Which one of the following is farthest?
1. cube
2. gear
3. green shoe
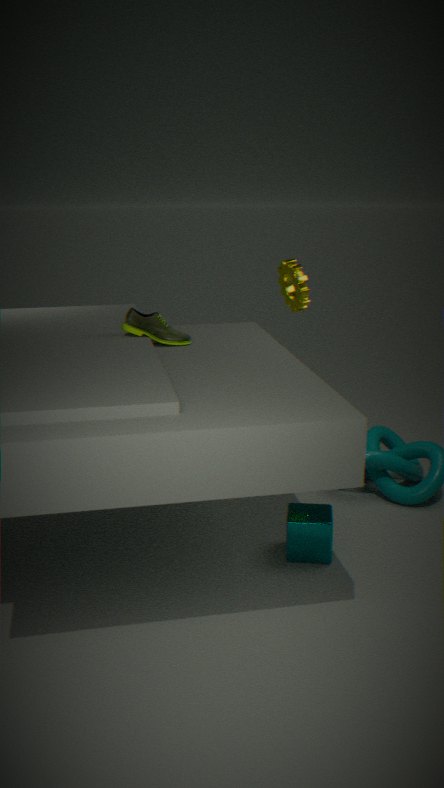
gear
